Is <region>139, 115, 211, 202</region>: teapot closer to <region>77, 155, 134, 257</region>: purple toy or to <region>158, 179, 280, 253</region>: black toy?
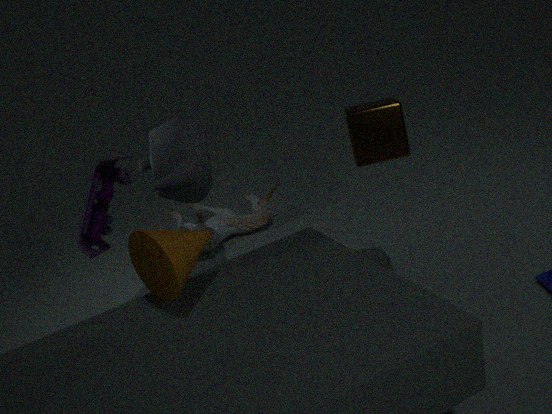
<region>77, 155, 134, 257</region>: purple toy
